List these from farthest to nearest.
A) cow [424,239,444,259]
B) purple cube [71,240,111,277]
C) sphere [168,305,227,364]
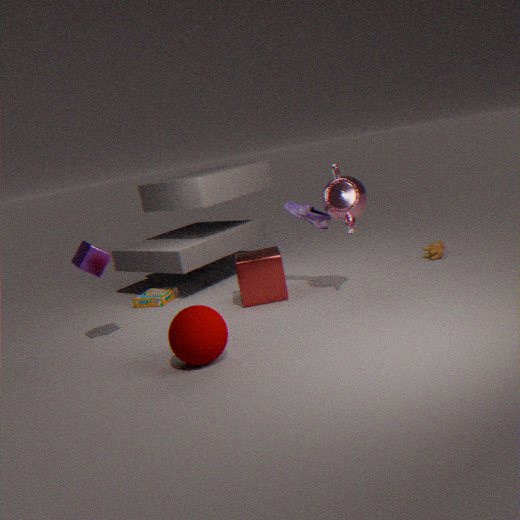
cow [424,239,444,259], purple cube [71,240,111,277], sphere [168,305,227,364]
